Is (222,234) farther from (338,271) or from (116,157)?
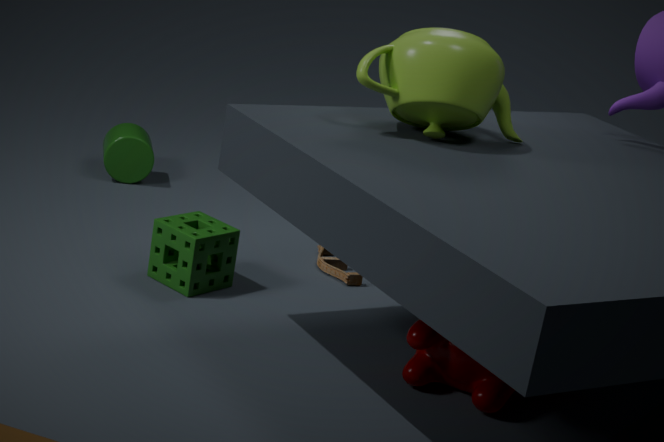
(116,157)
